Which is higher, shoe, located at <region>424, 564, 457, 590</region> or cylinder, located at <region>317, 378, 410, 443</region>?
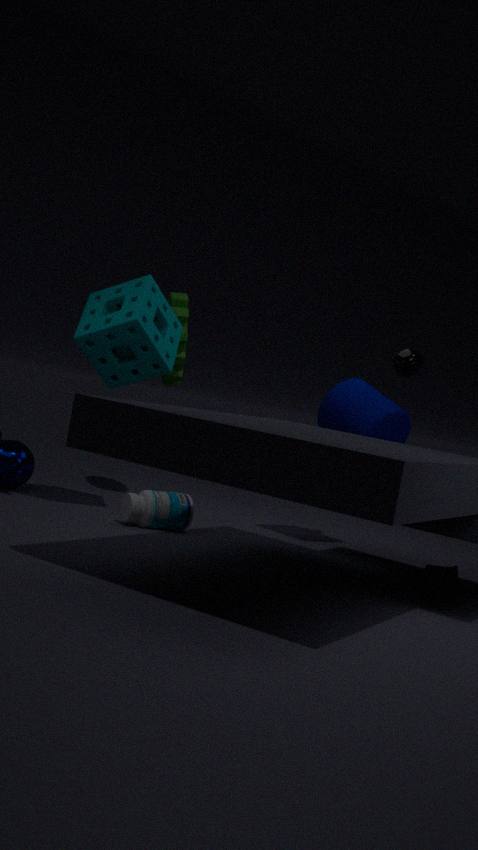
cylinder, located at <region>317, 378, 410, 443</region>
